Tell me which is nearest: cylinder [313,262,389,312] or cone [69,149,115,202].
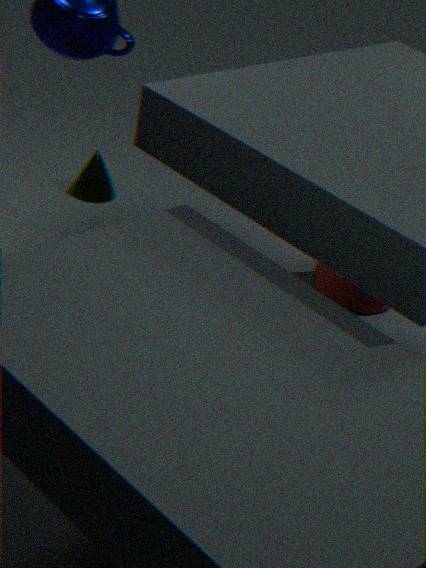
cylinder [313,262,389,312]
